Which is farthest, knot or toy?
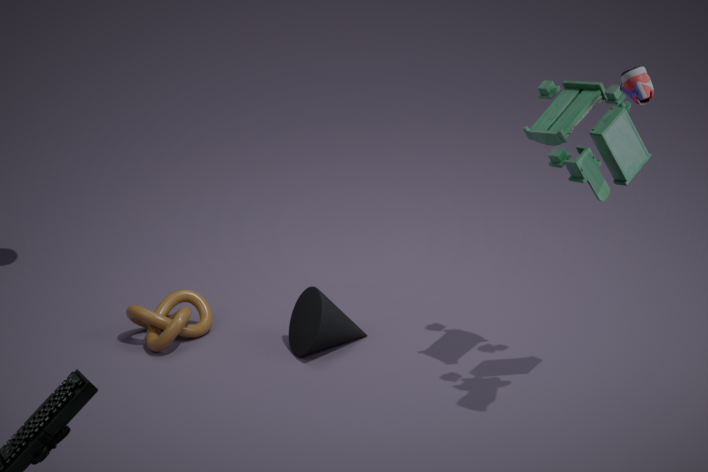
knot
